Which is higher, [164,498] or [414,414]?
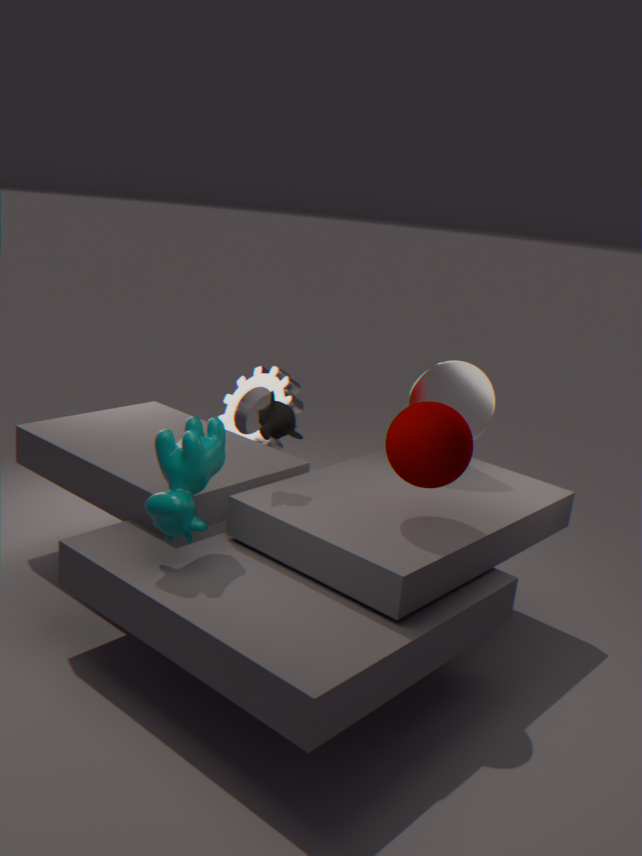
[414,414]
